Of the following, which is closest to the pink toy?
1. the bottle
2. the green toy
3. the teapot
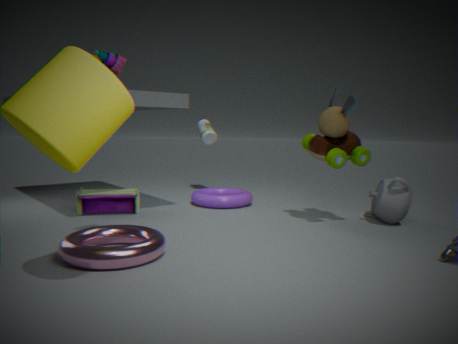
the green toy
